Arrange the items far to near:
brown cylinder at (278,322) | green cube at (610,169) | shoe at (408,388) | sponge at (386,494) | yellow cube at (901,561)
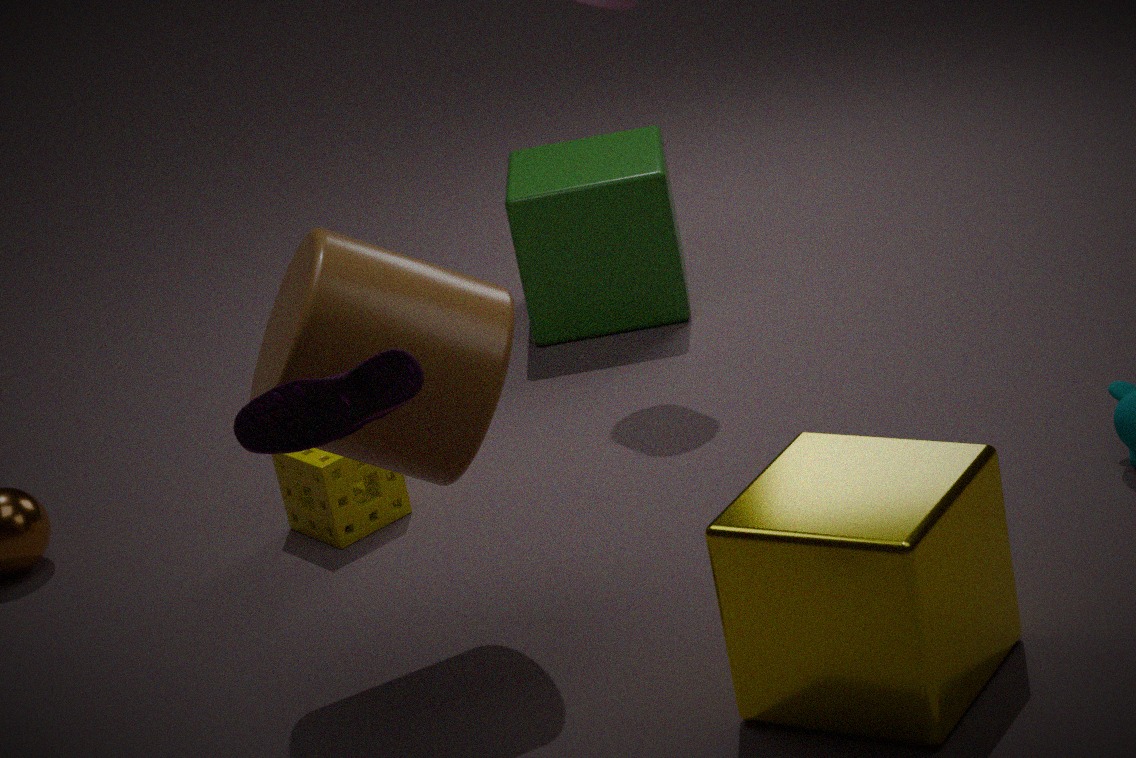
green cube at (610,169), sponge at (386,494), brown cylinder at (278,322), yellow cube at (901,561), shoe at (408,388)
